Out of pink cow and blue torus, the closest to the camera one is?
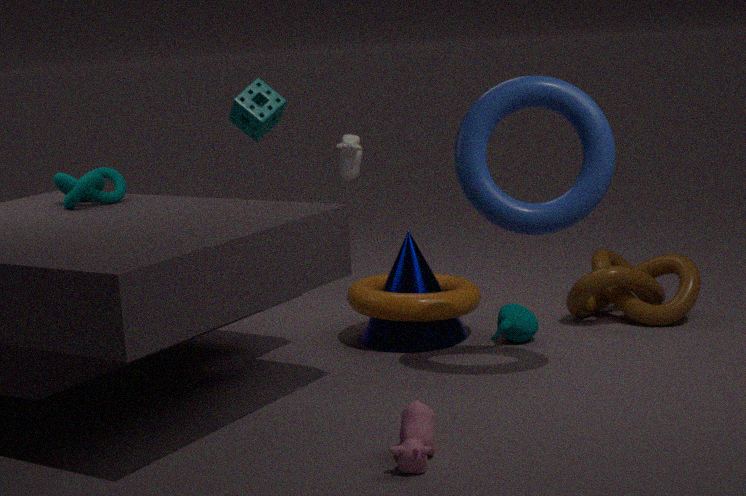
pink cow
